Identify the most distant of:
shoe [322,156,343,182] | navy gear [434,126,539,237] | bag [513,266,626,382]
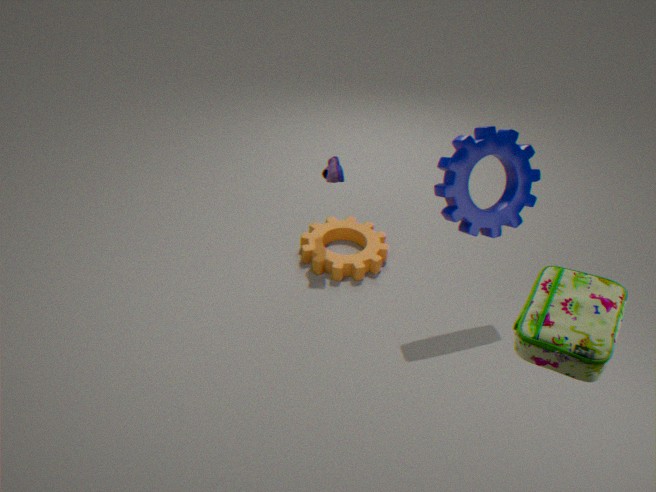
shoe [322,156,343,182]
